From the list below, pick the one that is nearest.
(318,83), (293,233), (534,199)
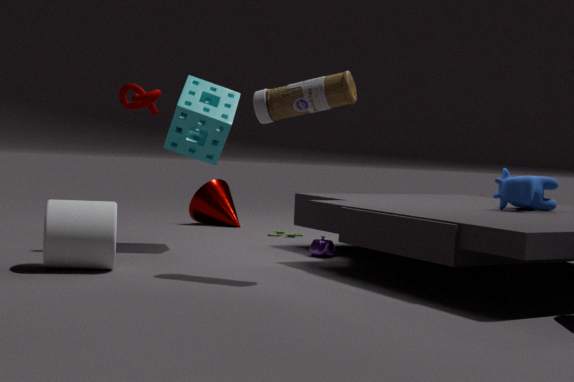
(318,83)
